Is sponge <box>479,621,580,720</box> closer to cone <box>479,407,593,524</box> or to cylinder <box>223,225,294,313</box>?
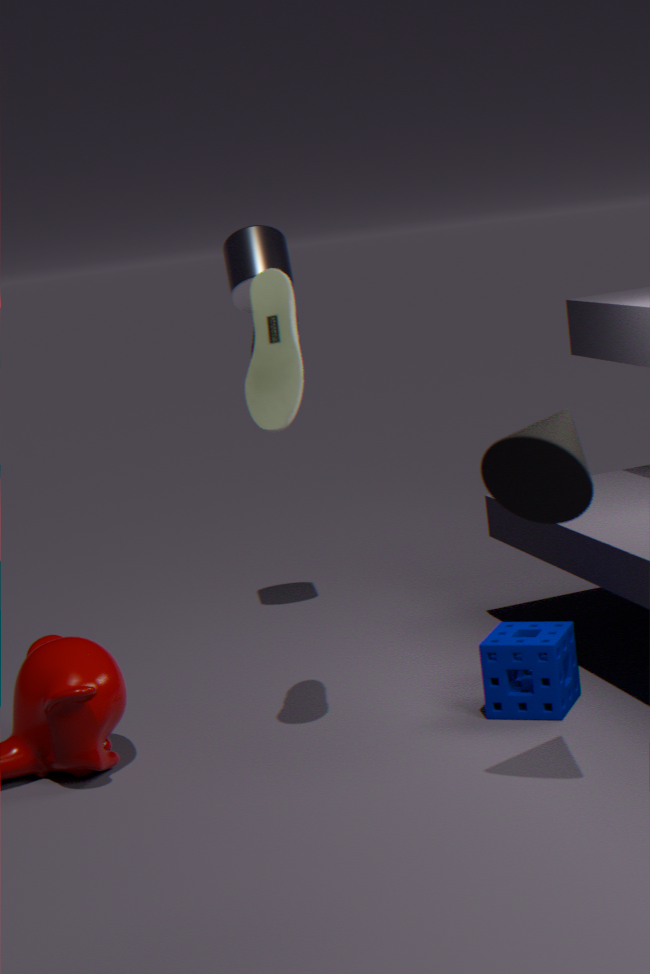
cone <box>479,407,593,524</box>
